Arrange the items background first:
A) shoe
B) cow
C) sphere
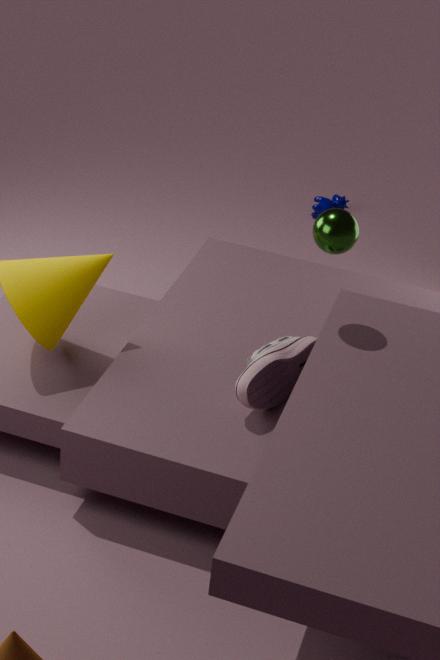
cow < shoe < sphere
